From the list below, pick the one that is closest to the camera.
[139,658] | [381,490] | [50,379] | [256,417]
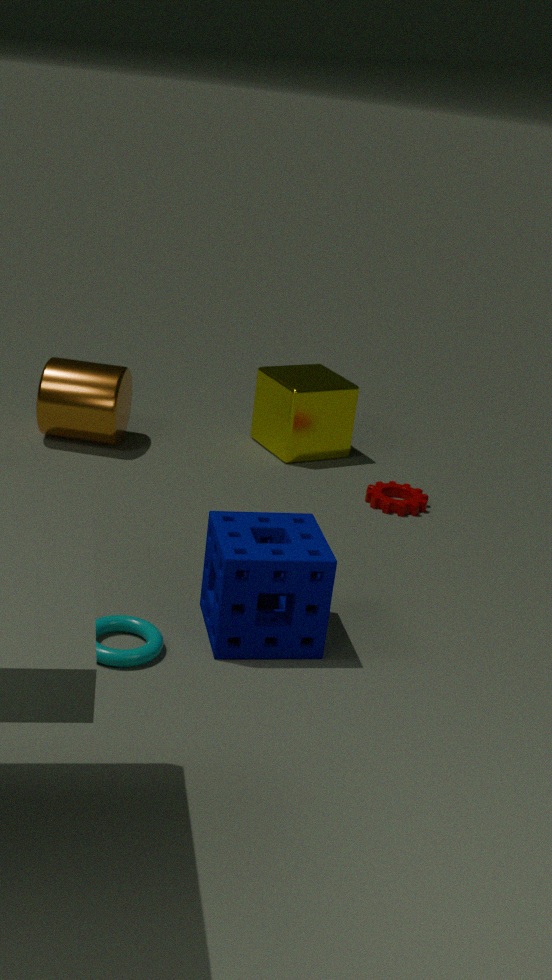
[139,658]
